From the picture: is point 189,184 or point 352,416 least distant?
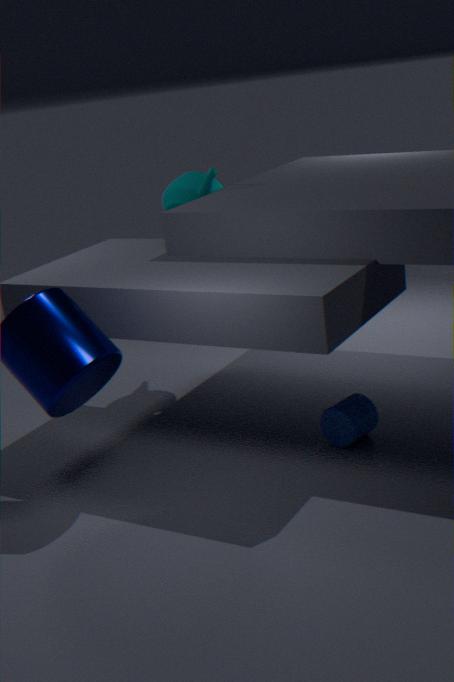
point 352,416
